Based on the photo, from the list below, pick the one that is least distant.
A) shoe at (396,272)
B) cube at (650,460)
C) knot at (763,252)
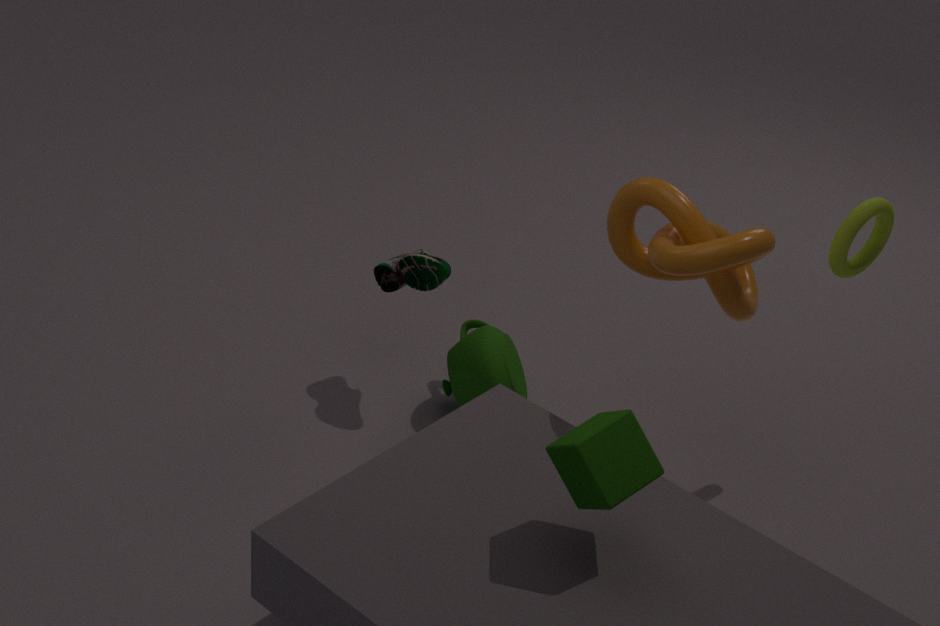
cube at (650,460)
